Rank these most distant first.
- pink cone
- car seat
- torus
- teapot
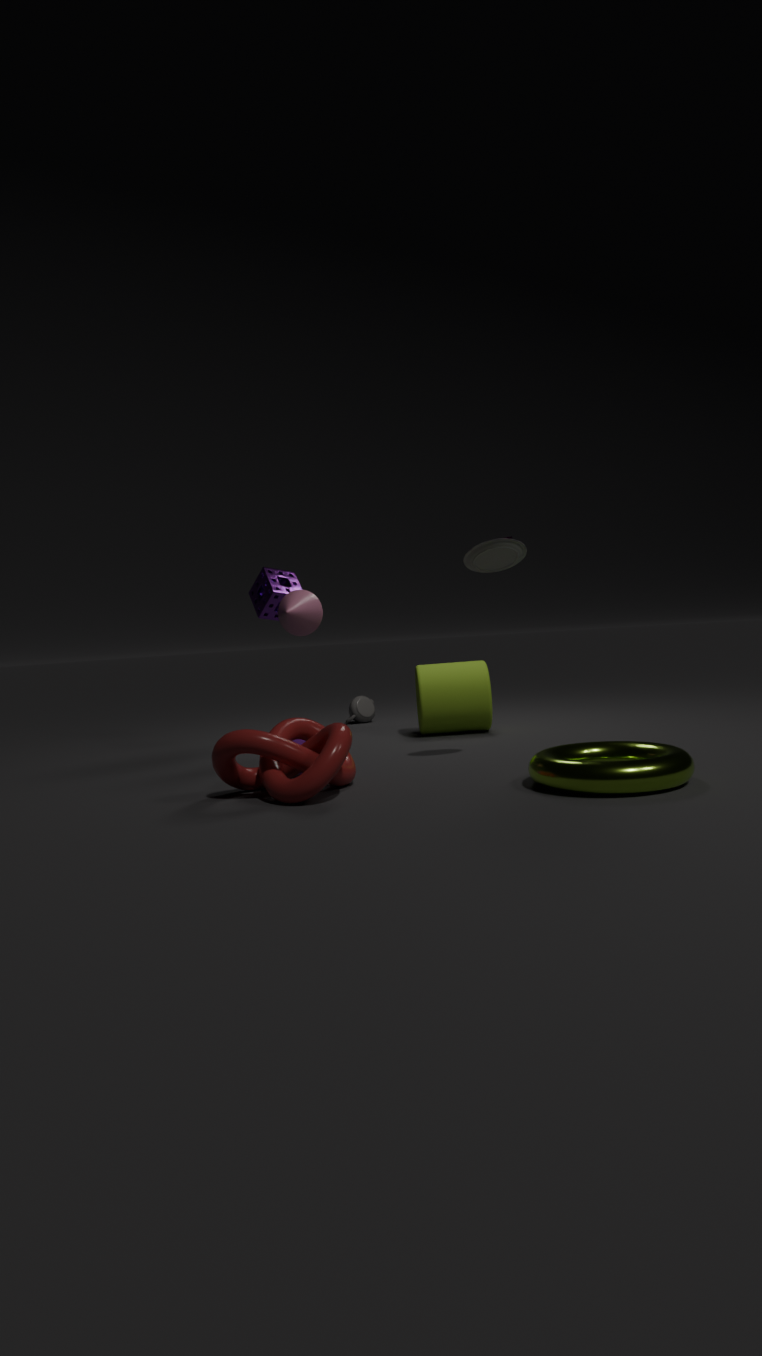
1. teapot
2. pink cone
3. car seat
4. torus
